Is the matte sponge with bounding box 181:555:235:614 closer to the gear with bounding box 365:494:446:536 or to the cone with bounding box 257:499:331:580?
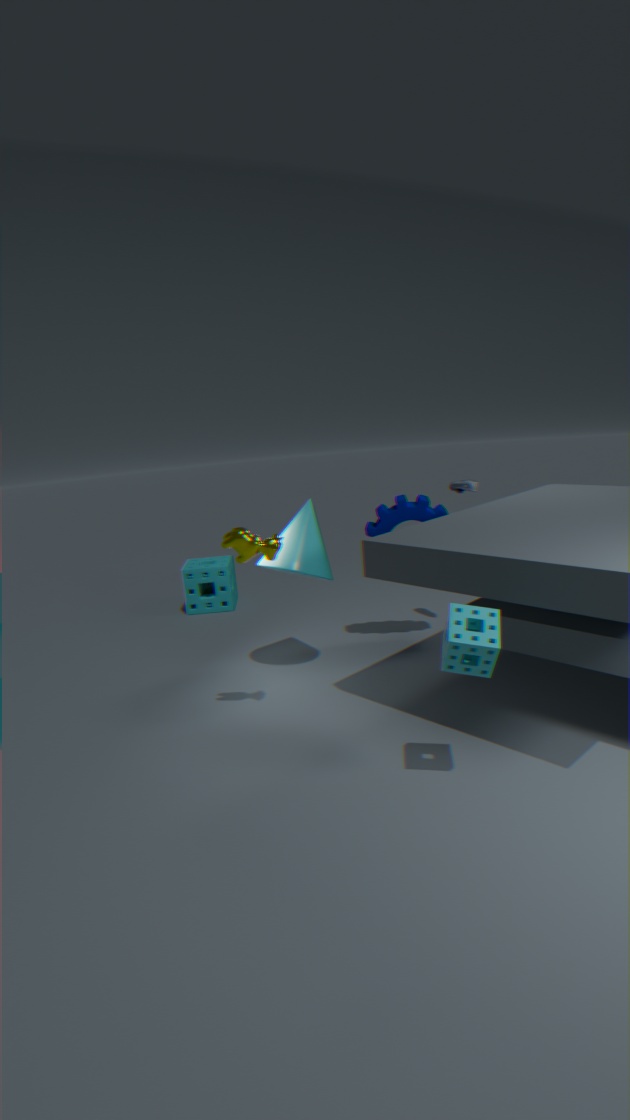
the cone with bounding box 257:499:331:580
